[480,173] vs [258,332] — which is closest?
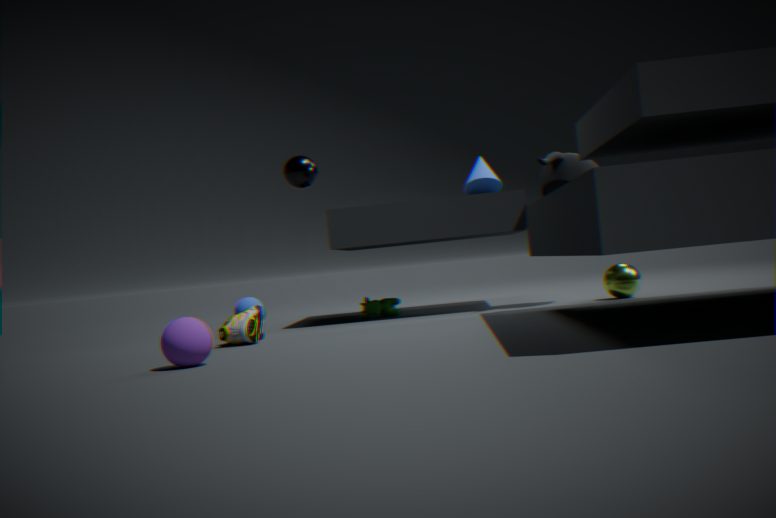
[258,332]
